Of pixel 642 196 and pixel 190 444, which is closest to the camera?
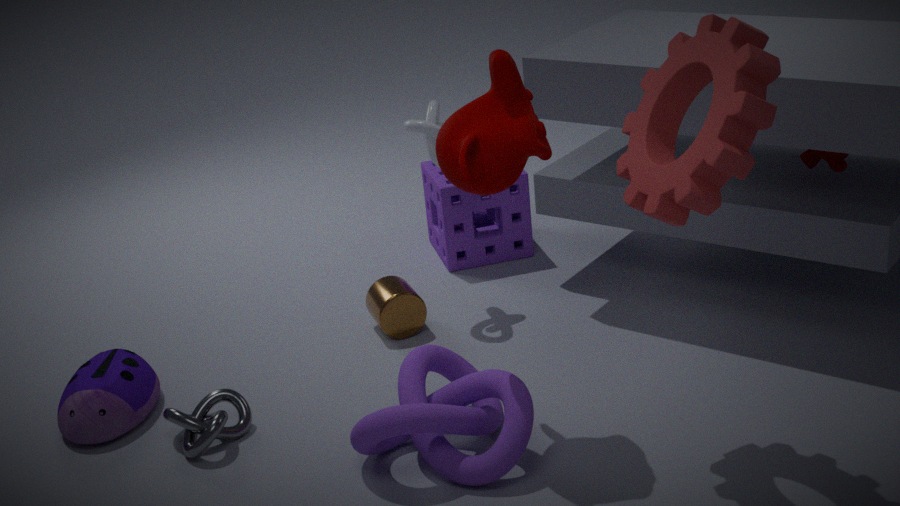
pixel 642 196
